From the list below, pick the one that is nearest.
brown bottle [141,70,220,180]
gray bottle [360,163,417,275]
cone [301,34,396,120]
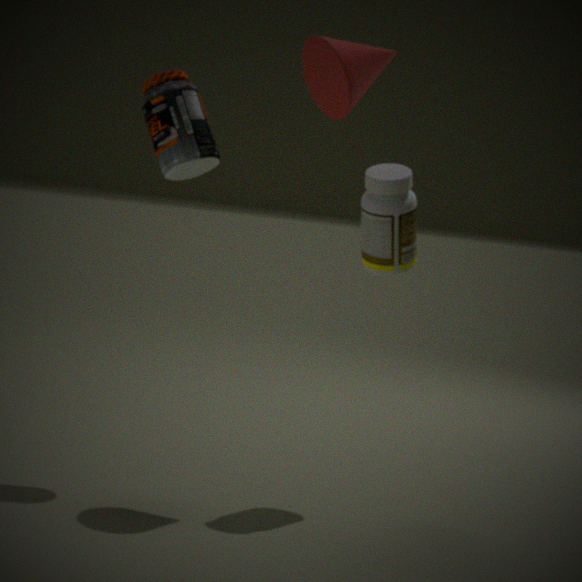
cone [301,34,396,120]
